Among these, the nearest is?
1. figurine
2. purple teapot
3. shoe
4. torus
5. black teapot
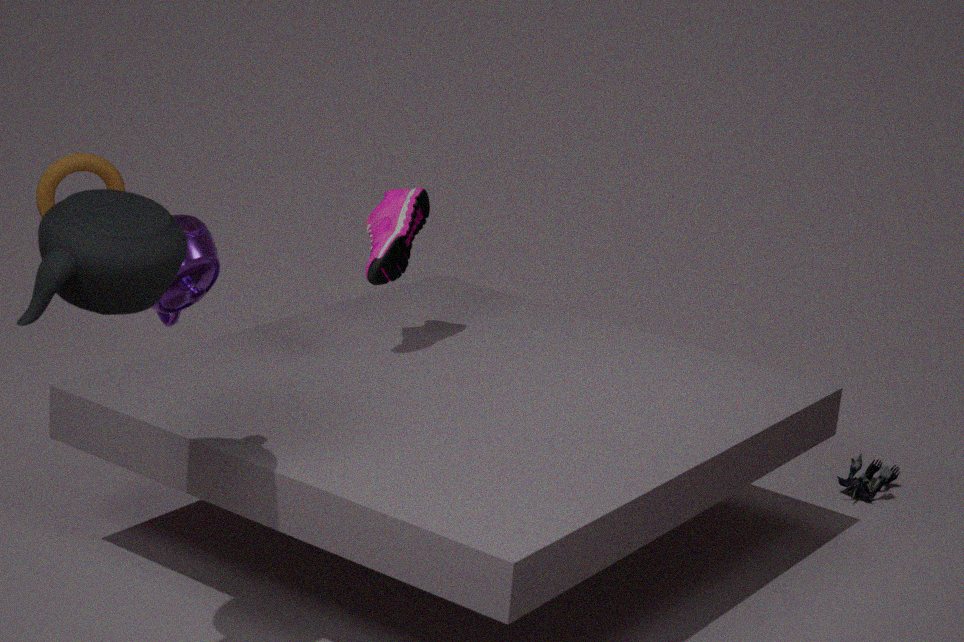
black teapot
